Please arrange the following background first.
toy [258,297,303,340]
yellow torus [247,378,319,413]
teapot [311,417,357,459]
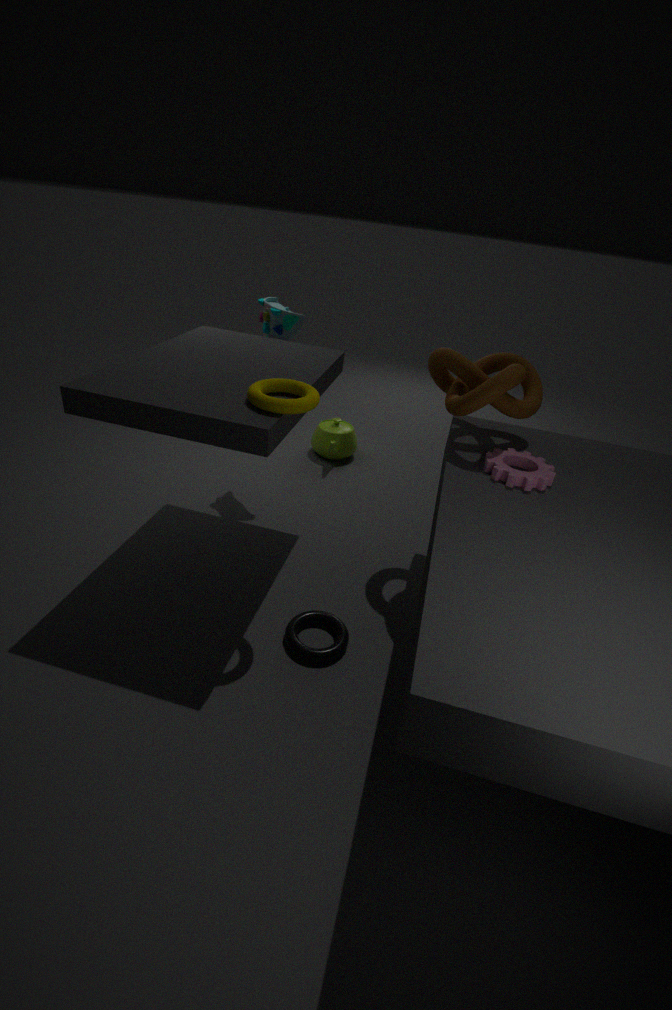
1. teapot [311,417,357,459]
2. toy [258,297,303,340]
3. yellow torus [247,378,319,413]
